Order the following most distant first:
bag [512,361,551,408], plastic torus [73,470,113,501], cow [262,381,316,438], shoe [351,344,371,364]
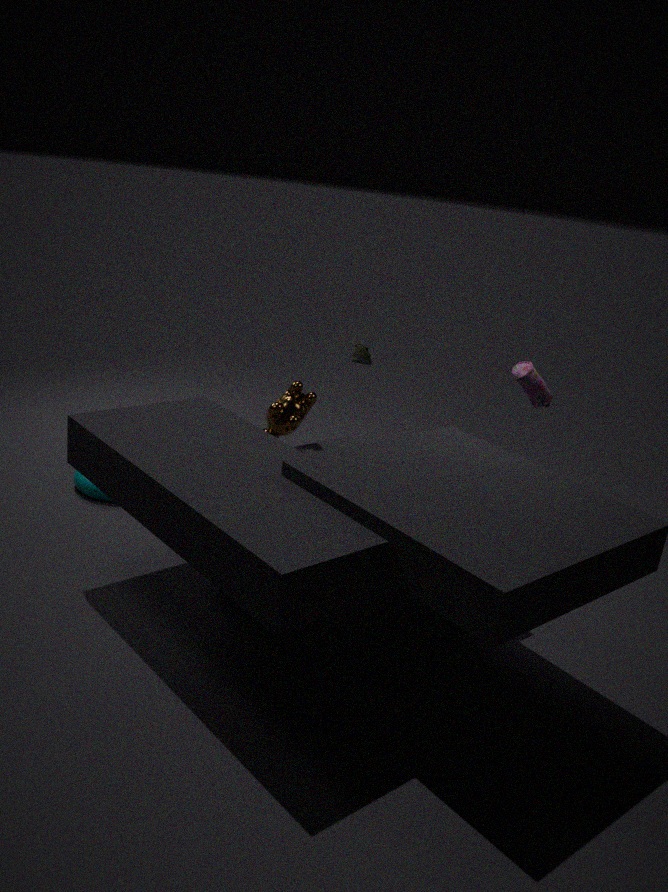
1. shoe [351,344,371,364]
2. plastic torus [73,470,113,501]
3. cow [262,381,316,438]
4. bag [512,361,551,408]
